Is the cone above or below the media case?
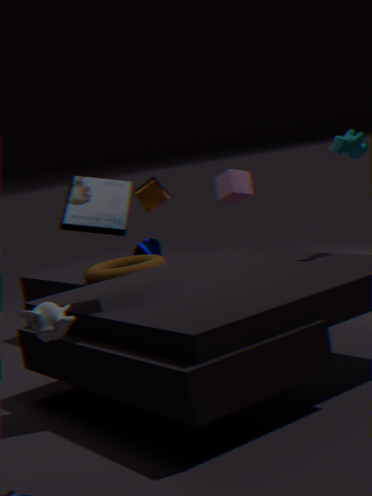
below
